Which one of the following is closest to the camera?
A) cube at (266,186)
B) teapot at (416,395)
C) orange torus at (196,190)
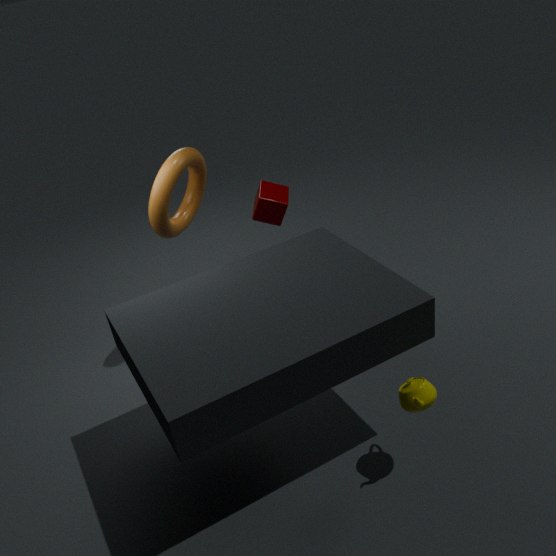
teapot at (416,395)
